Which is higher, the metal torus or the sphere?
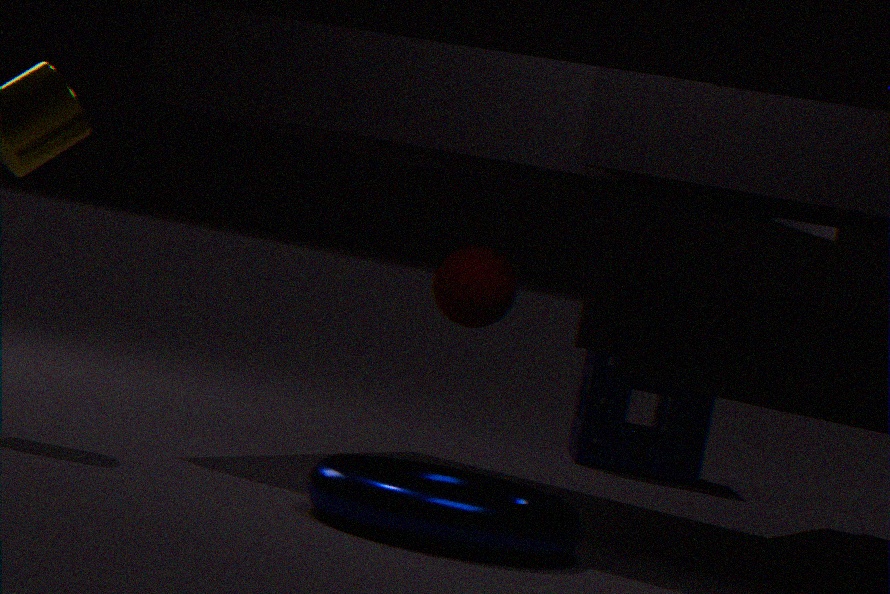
the sphere
